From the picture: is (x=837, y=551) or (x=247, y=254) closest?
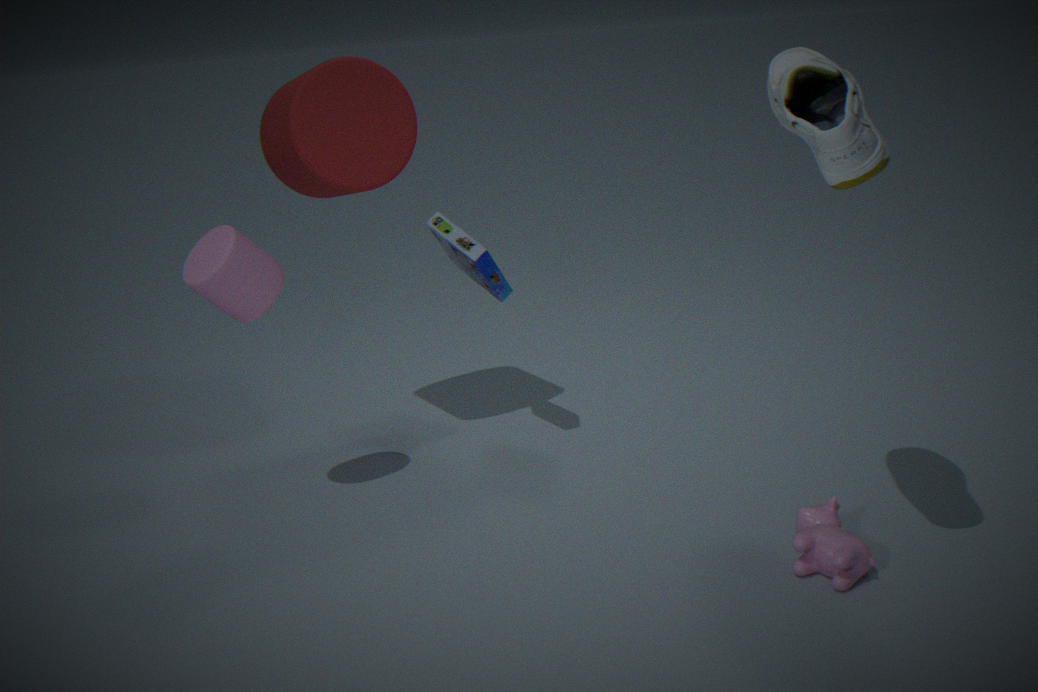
(x=837, y=551)
